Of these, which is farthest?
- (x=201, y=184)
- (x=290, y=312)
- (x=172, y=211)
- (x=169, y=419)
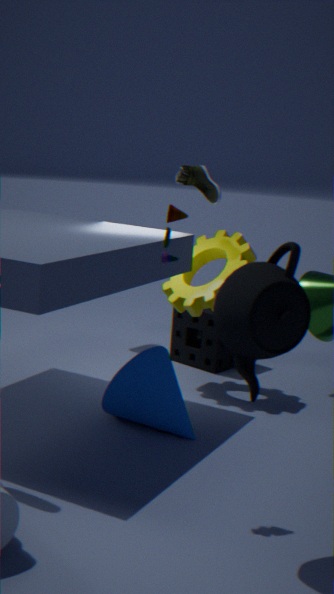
(x=201, y=184)
